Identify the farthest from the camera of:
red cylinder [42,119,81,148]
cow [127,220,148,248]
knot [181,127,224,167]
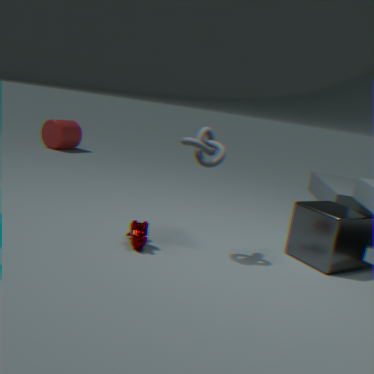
red cylinder [42,119,81,148]
